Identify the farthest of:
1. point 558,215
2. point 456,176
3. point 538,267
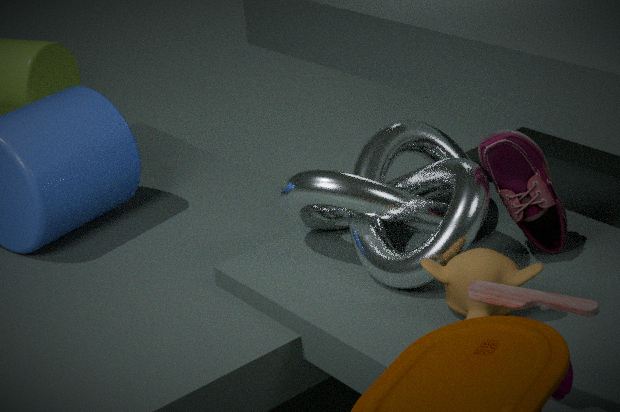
point 558,215
